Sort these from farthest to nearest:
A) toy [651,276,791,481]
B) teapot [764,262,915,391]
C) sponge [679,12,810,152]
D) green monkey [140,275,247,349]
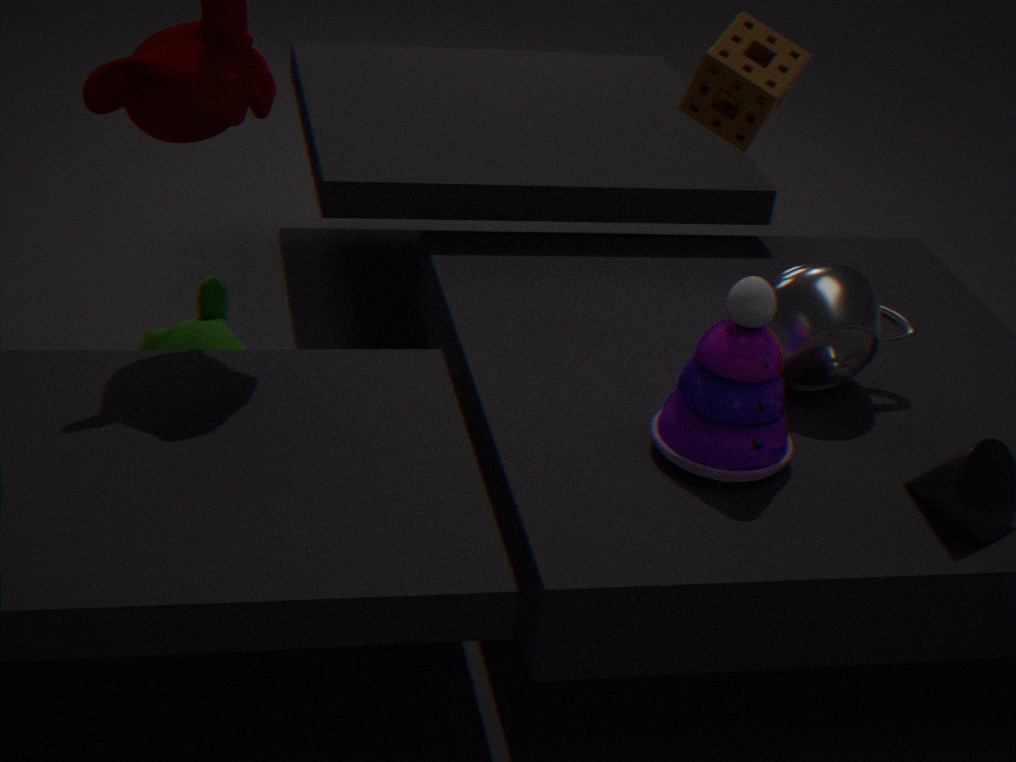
1. green monkey [140,275,247,349]
2. teapot [764,262,915,391]
3. sponge [679,12,810,152]
4. toy [651,276,791,481]
